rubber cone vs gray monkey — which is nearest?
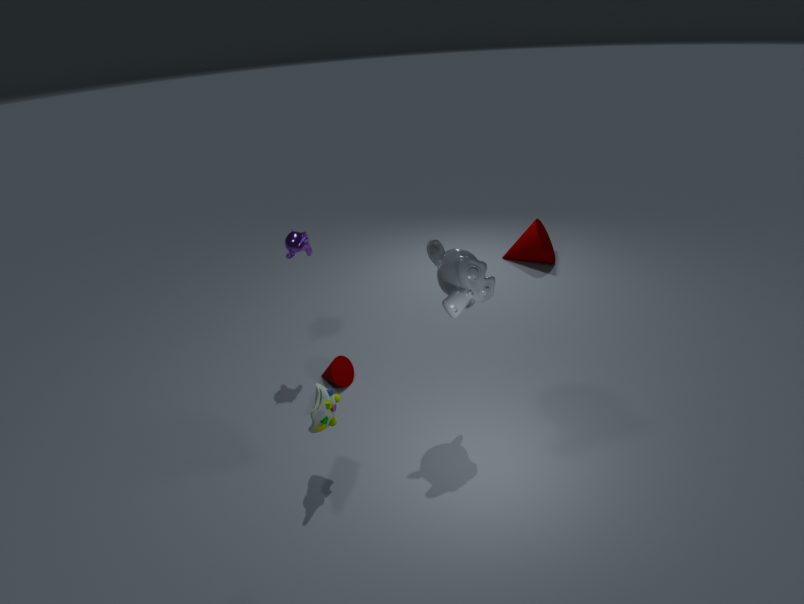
gray monkey
